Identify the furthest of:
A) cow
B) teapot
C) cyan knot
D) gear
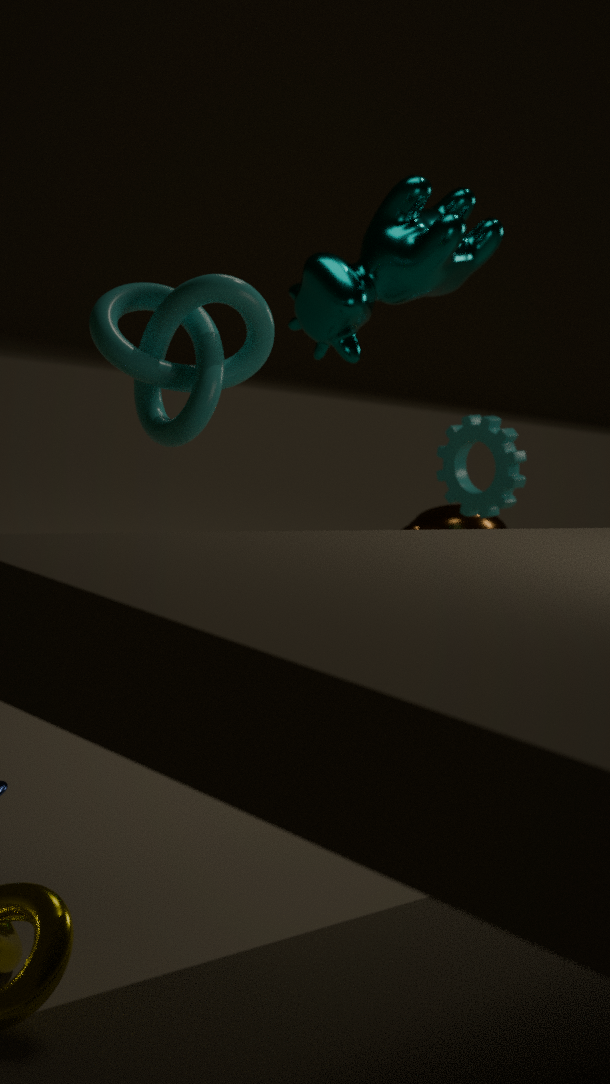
teapot
